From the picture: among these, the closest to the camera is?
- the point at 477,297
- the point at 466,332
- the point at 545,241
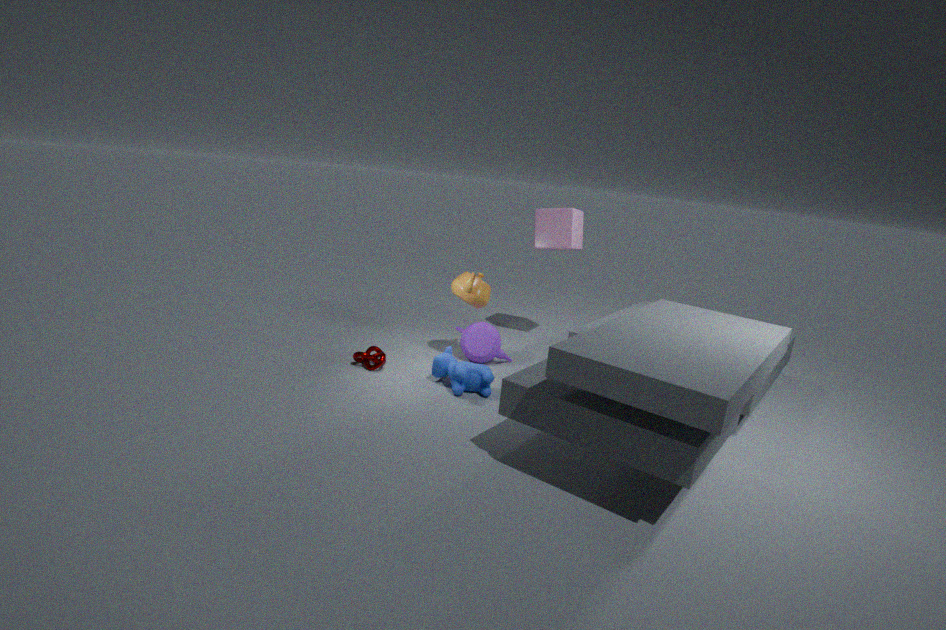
the point at 477,297
